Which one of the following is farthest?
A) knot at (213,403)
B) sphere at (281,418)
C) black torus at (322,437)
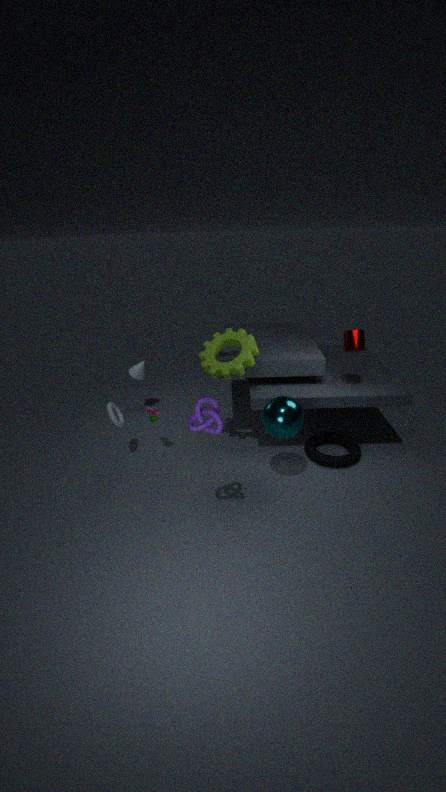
black torus at (322,437)
